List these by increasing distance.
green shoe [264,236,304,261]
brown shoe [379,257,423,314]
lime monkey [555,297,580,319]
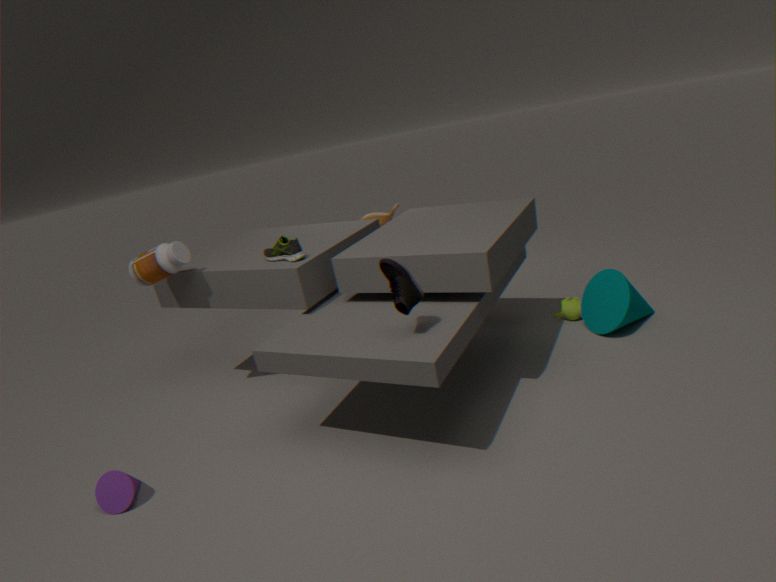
brown shoe [379,257,423,314], green shoe [264,236,304,261], lime monkey [555,297,580,319]
